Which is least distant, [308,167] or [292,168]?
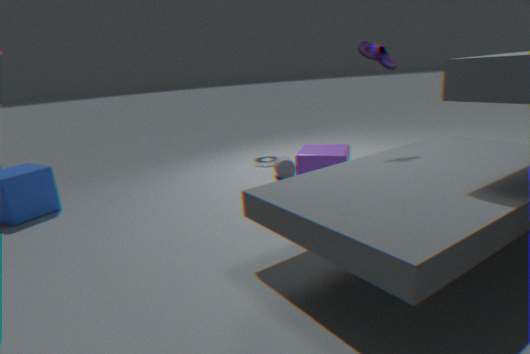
[308,167]
